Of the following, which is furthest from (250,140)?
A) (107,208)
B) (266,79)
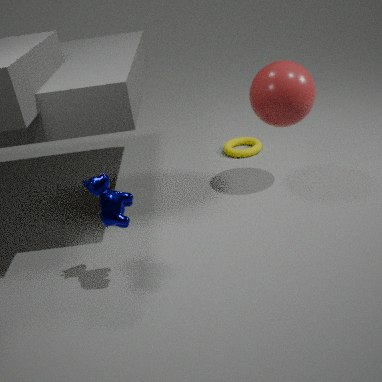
(107,208)
